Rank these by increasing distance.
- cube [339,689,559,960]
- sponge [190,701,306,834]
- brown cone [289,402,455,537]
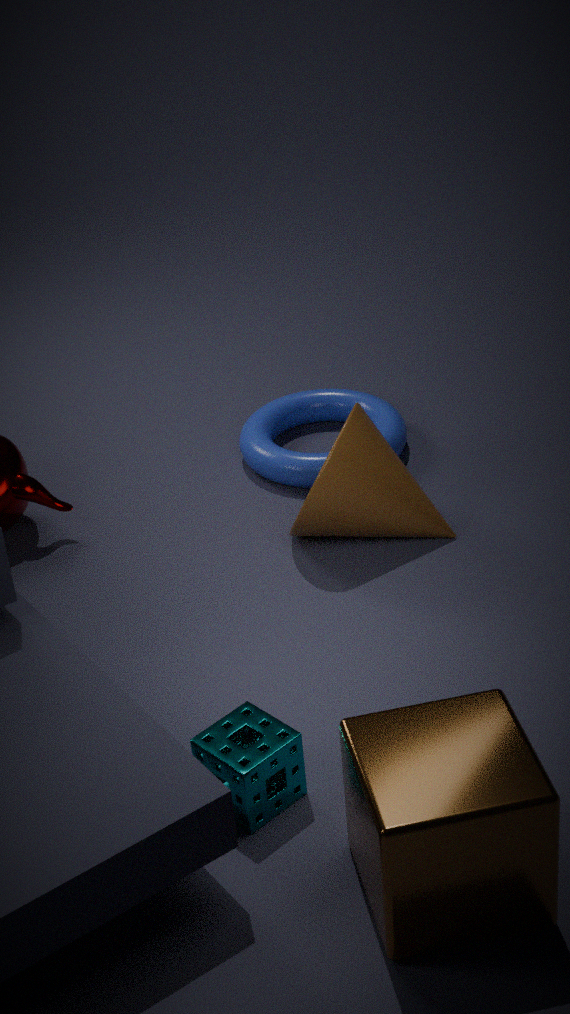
cube [339,689,559,960]
sponge [190,701,306,834]
brown cone [289,402,455,537]
